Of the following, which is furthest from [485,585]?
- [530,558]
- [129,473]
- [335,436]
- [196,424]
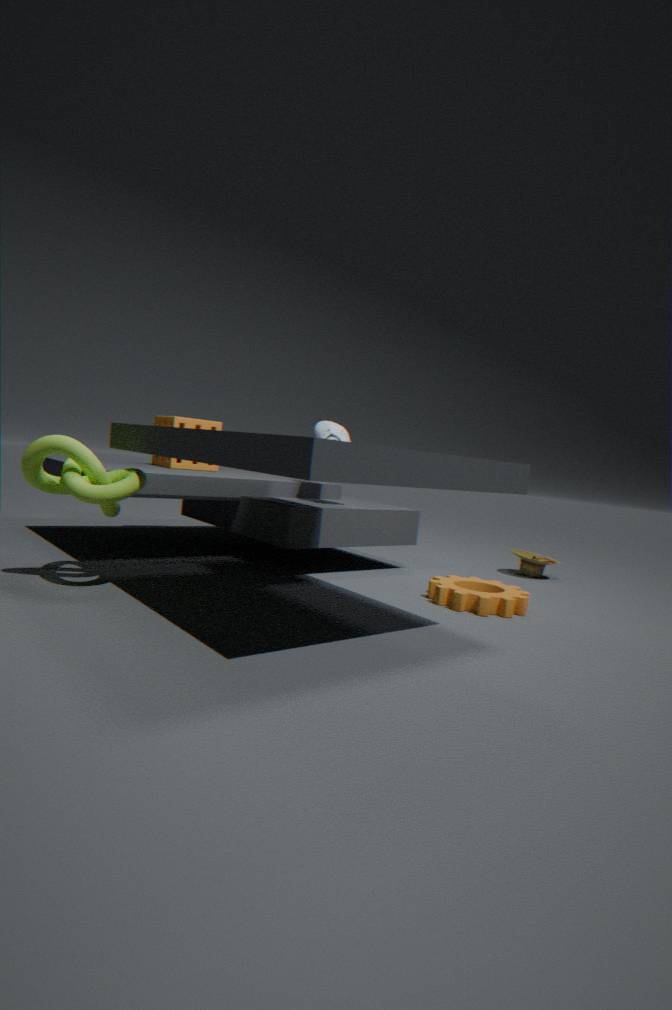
[196,424]
